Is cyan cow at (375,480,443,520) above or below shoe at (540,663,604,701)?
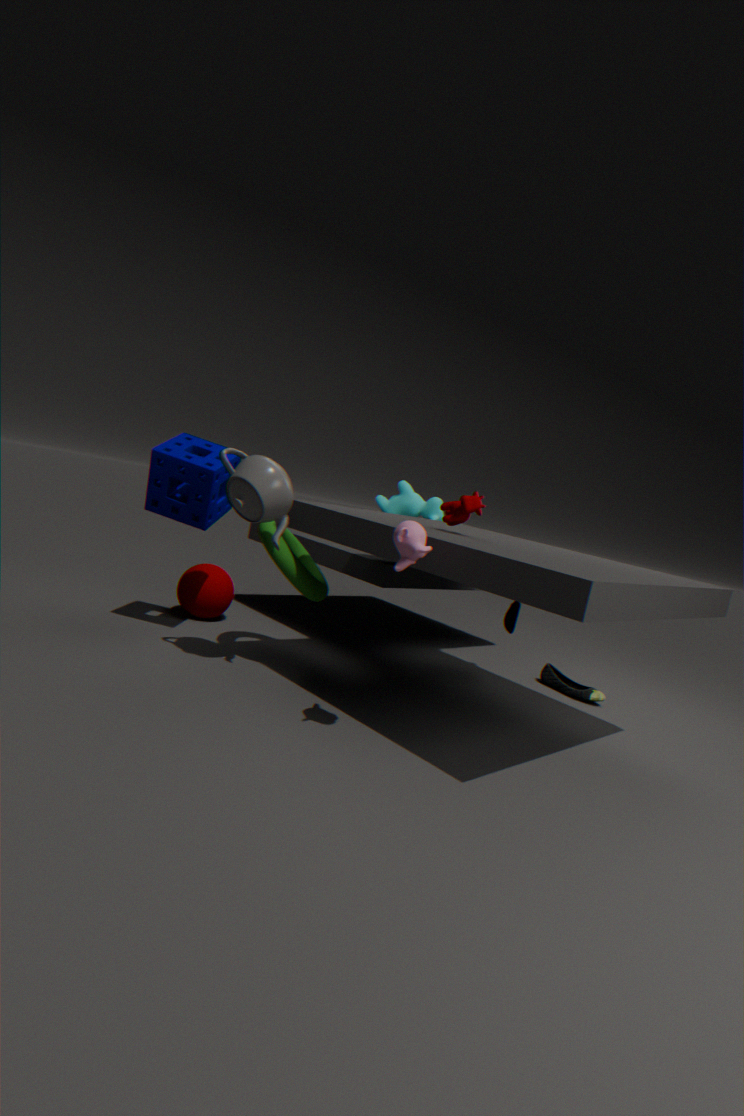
above
